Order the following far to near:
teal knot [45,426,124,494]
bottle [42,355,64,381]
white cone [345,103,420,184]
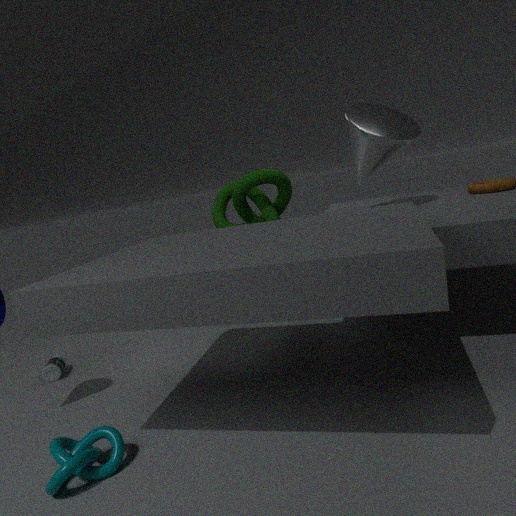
bottle [42,355,64,381]
white cone [345,103,420,184]
teal knot [45,426,124,494]
